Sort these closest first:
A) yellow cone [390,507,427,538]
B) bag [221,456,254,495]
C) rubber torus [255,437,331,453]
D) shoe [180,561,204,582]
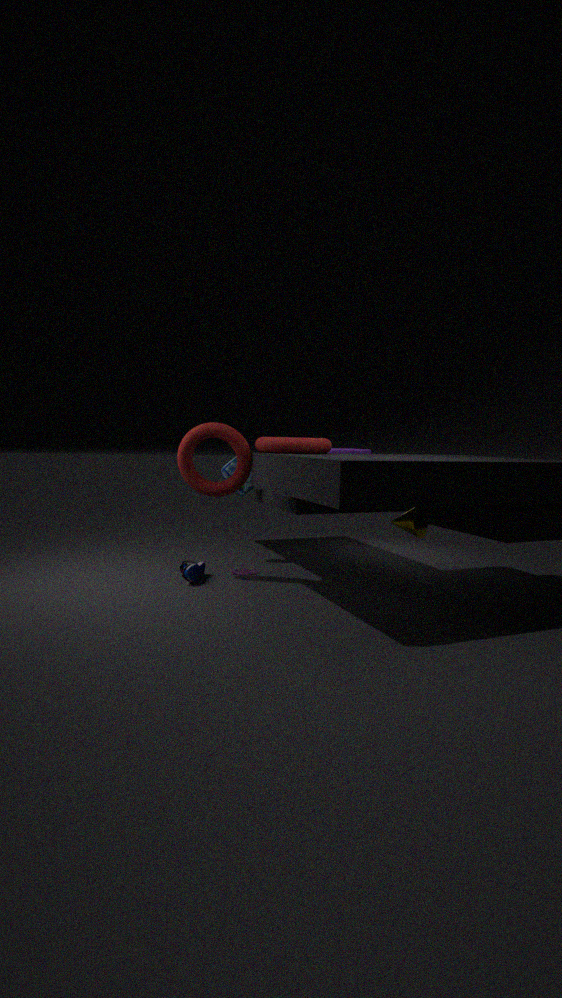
yellow cone [390,507,427,538], rubber torus [255,437,331,453], shoe [180,561,204,582], bag [221,456,254,495]
